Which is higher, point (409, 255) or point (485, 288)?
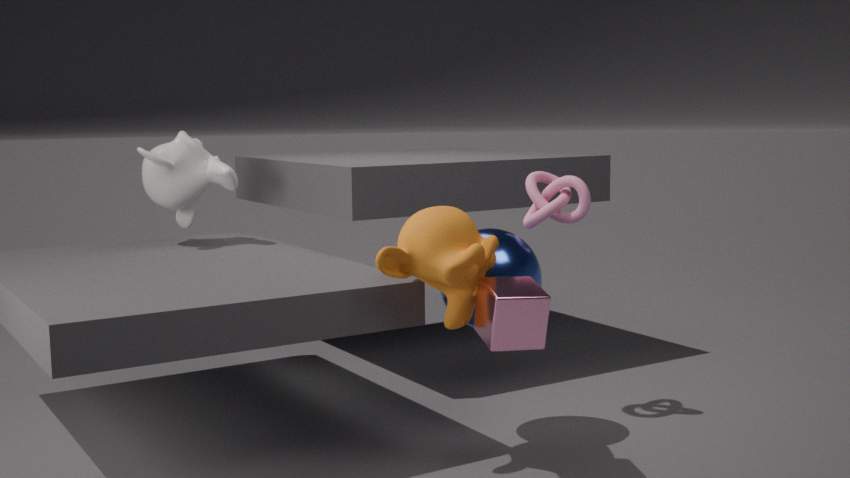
point (409, 255)
